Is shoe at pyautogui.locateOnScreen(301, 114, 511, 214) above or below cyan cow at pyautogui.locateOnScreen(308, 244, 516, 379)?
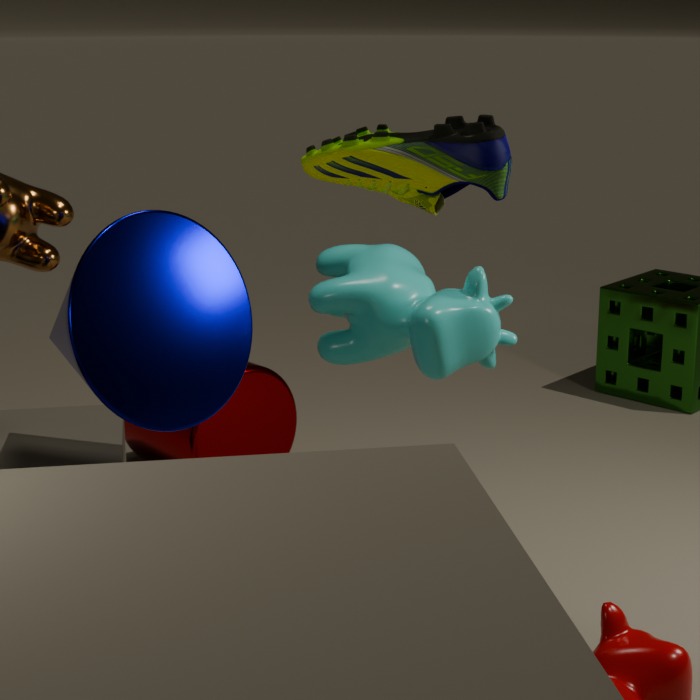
above
